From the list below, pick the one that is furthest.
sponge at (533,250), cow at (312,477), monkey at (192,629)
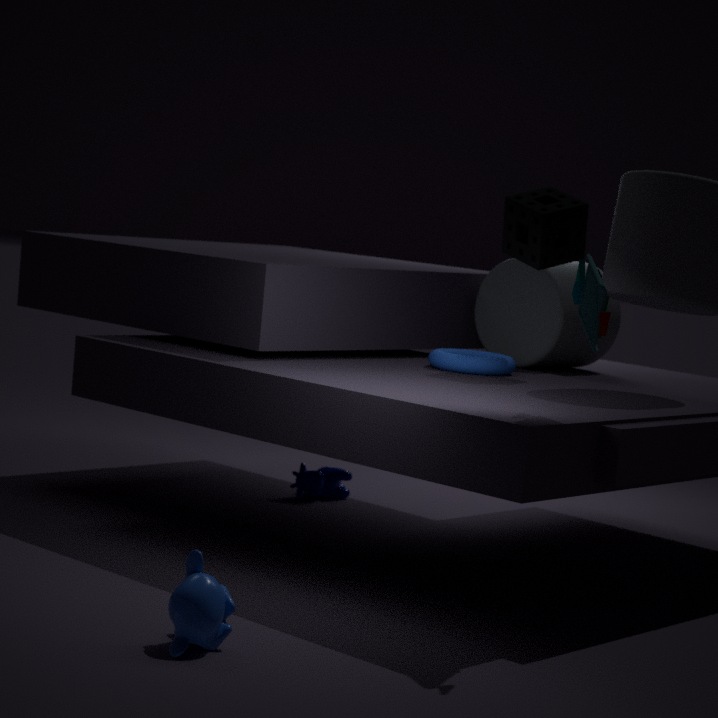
cow at (312,477)
